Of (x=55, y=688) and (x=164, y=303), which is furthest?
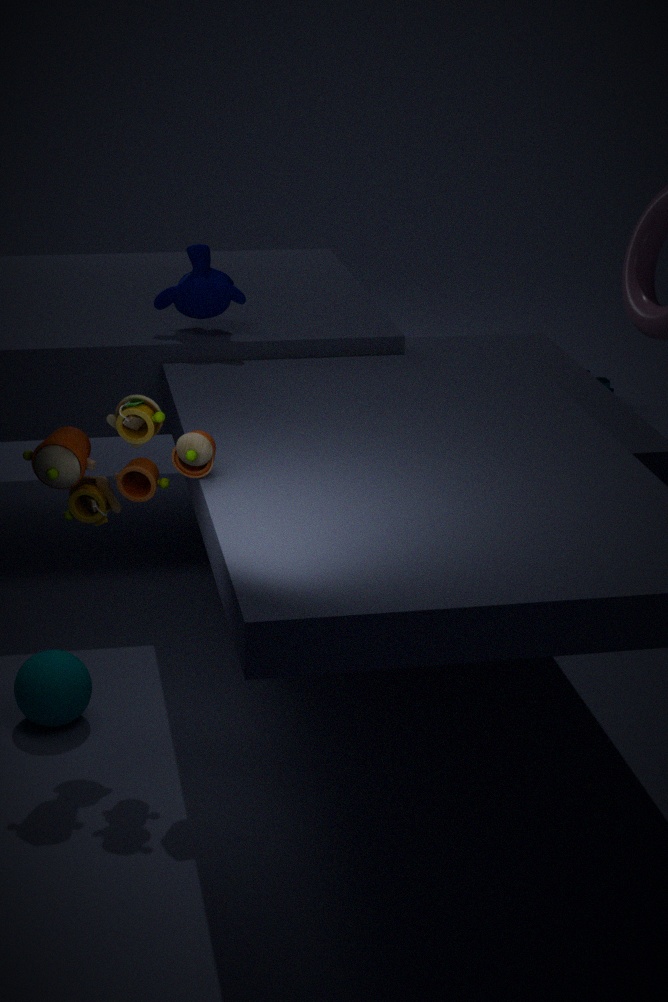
(x=164, y=303)
